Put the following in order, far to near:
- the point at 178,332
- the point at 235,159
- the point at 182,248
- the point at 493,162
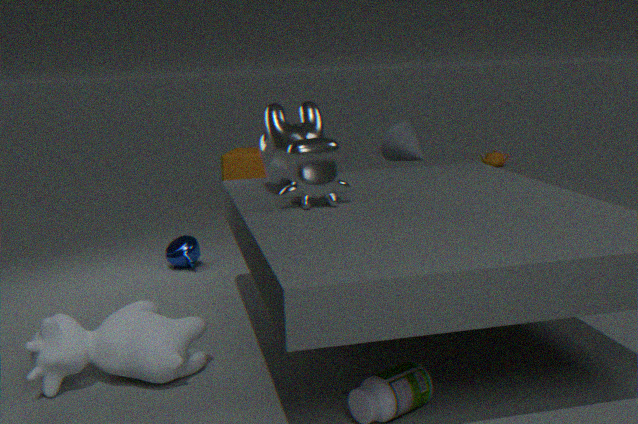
the point at 493,162 < the point at 235,159 < the point at 182,248 < the point at 178,332
